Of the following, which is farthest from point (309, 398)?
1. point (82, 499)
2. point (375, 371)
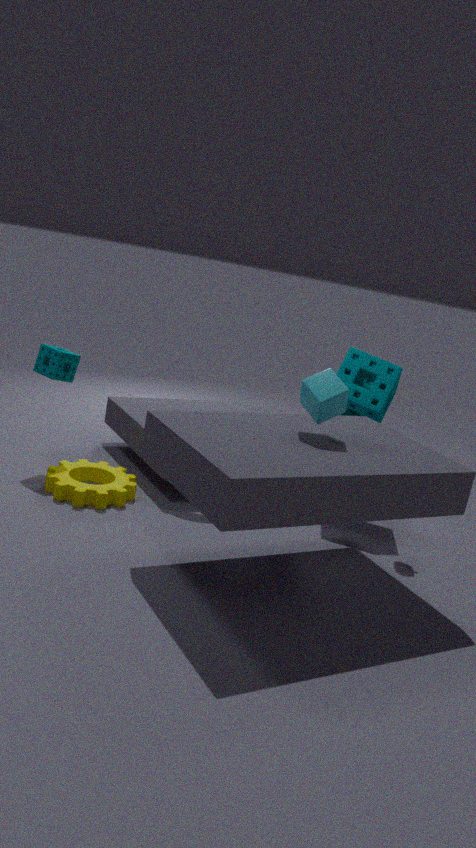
point (82, 499)
